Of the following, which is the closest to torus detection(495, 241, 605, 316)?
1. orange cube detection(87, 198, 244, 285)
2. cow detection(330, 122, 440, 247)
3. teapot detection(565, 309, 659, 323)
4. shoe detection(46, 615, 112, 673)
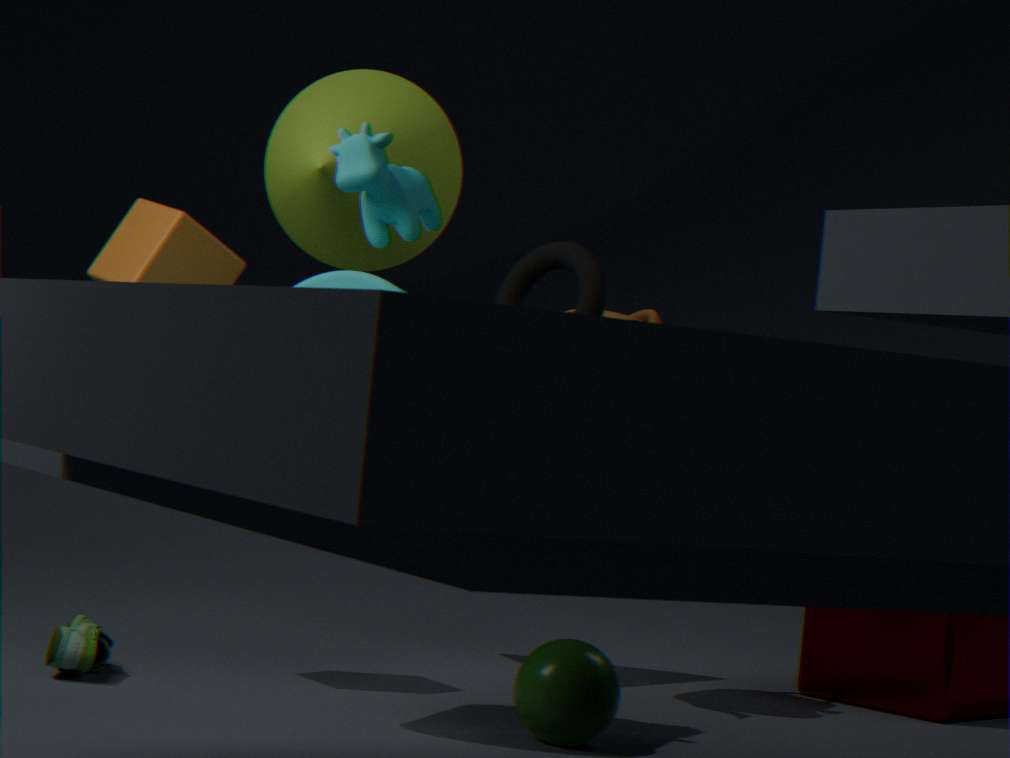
teapot detection(565, 309, 659, 323)
